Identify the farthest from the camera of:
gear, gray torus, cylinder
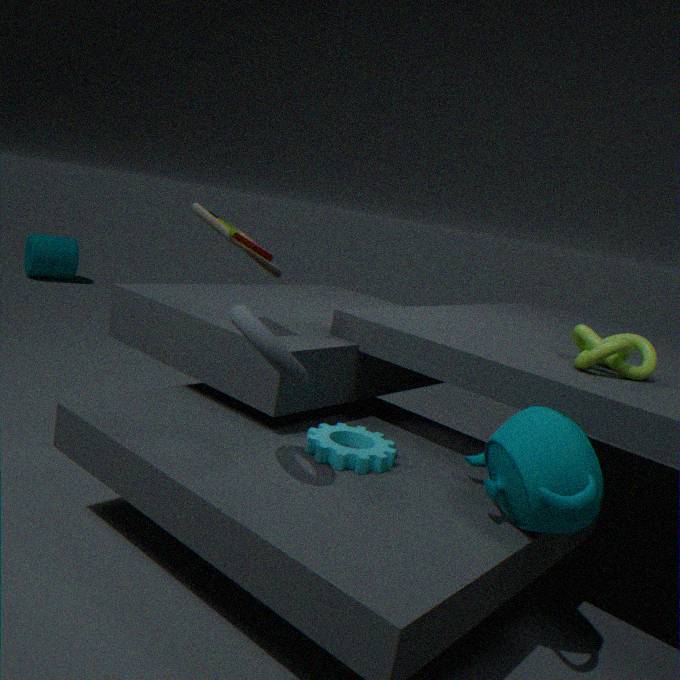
cylinder
